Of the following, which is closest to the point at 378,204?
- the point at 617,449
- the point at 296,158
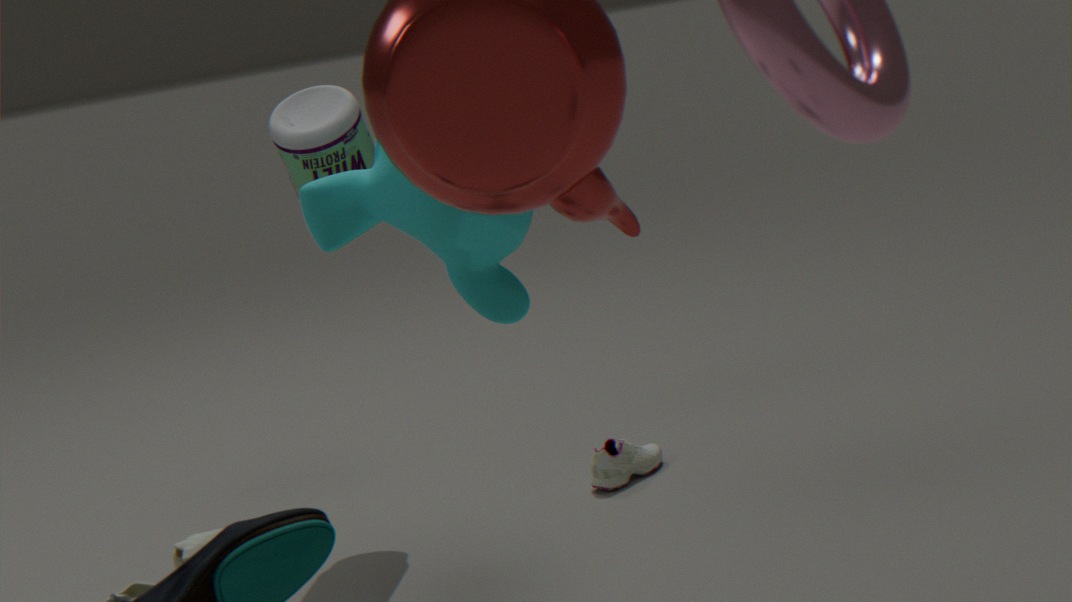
the point at 296,158
